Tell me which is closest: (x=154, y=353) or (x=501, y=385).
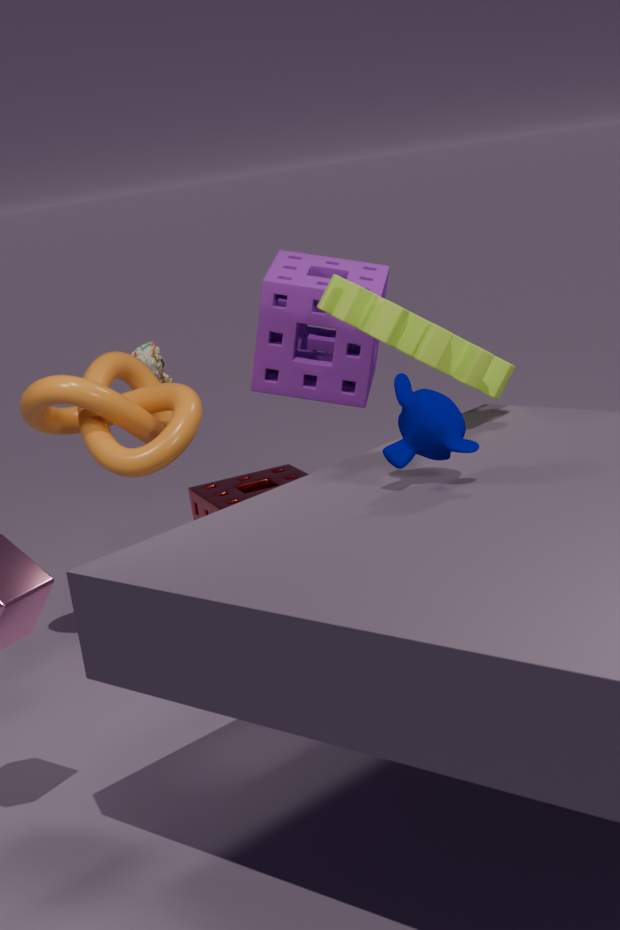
(x=501, y=385)
